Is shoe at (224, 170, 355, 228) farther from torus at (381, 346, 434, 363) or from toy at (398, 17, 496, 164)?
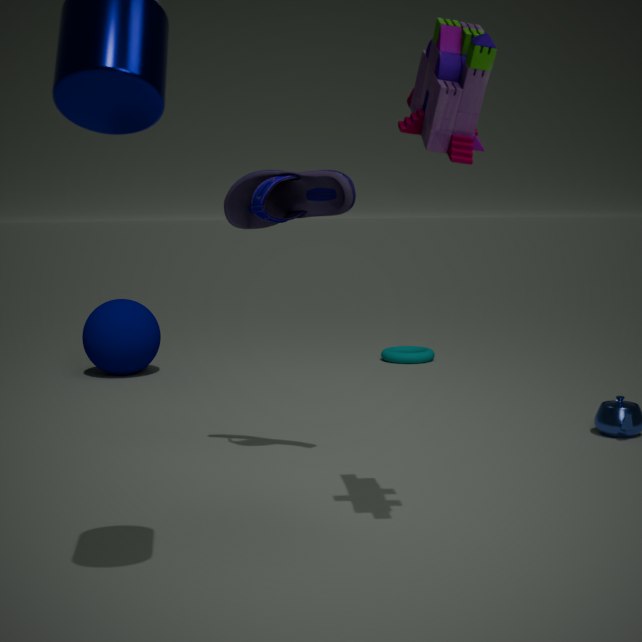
torus at (381, 346, 434, 363)
